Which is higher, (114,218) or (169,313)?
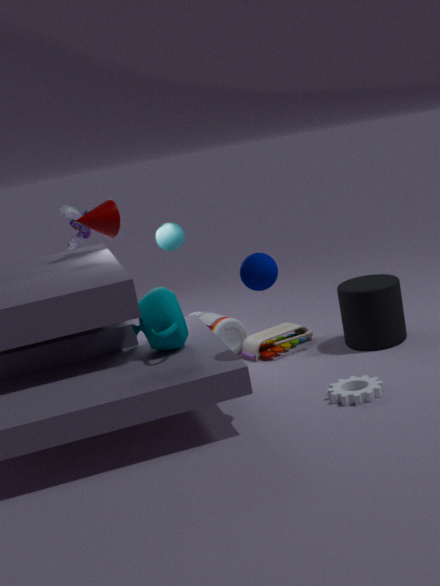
(114,218)
